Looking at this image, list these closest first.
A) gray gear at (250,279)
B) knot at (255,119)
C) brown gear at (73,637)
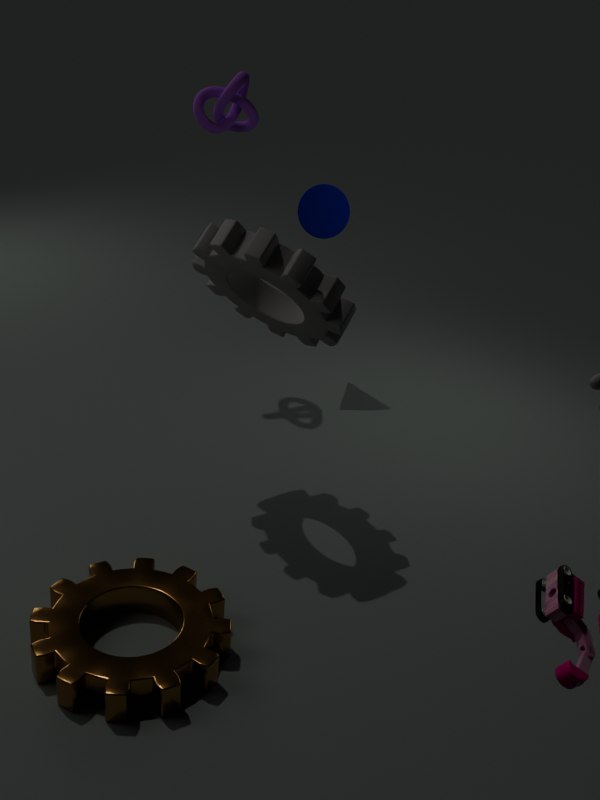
brown gear at (73,637) → gray gear at (250,279) → knot at (255,119)
